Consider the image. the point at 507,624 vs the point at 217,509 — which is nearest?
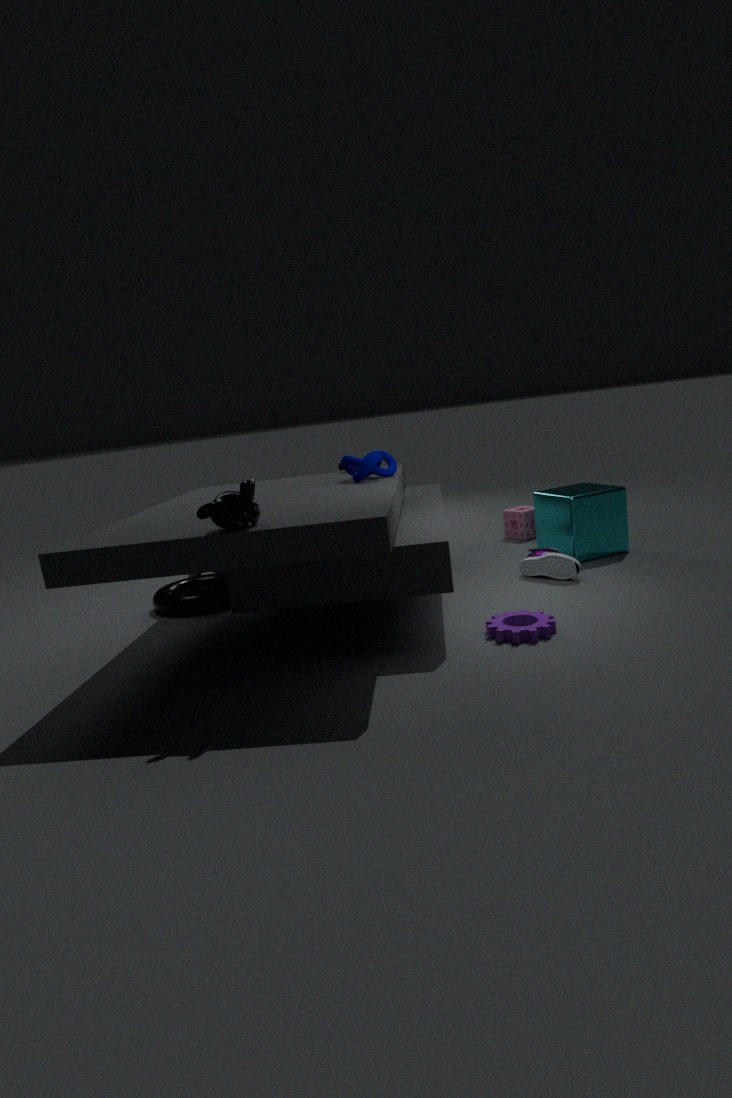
the point at 217,509
